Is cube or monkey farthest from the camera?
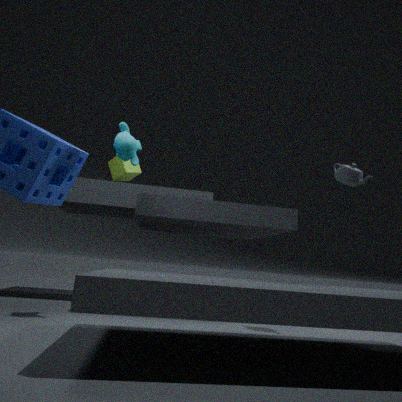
cube
